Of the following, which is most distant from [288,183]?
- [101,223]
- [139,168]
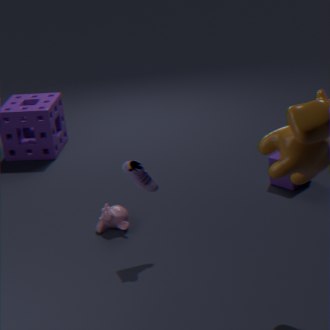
[139,168]
